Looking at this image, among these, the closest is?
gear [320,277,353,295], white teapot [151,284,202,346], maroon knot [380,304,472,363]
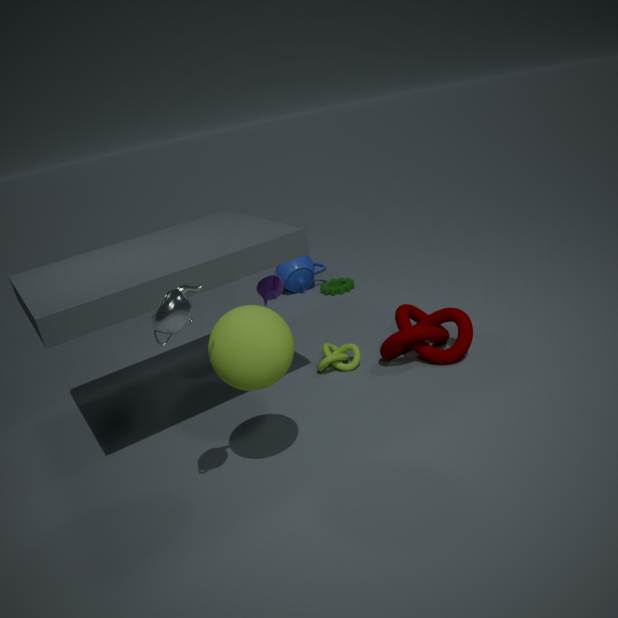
white teapot [151,284,202,346]
